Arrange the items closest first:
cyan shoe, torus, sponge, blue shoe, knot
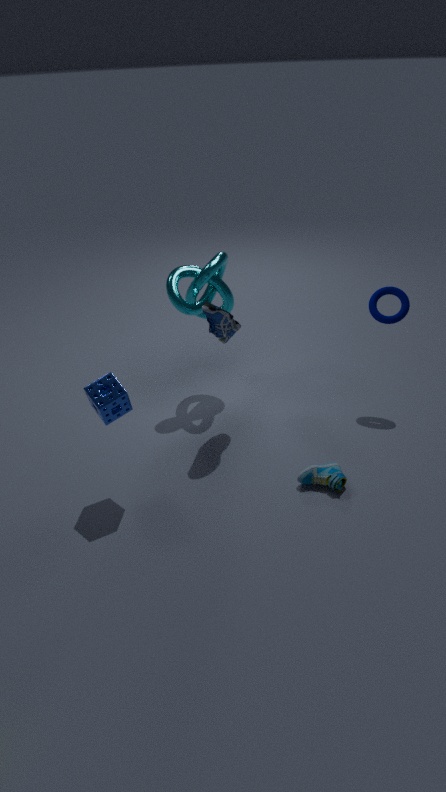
sponge → cyan shoe → blue shoe → torus → knot
